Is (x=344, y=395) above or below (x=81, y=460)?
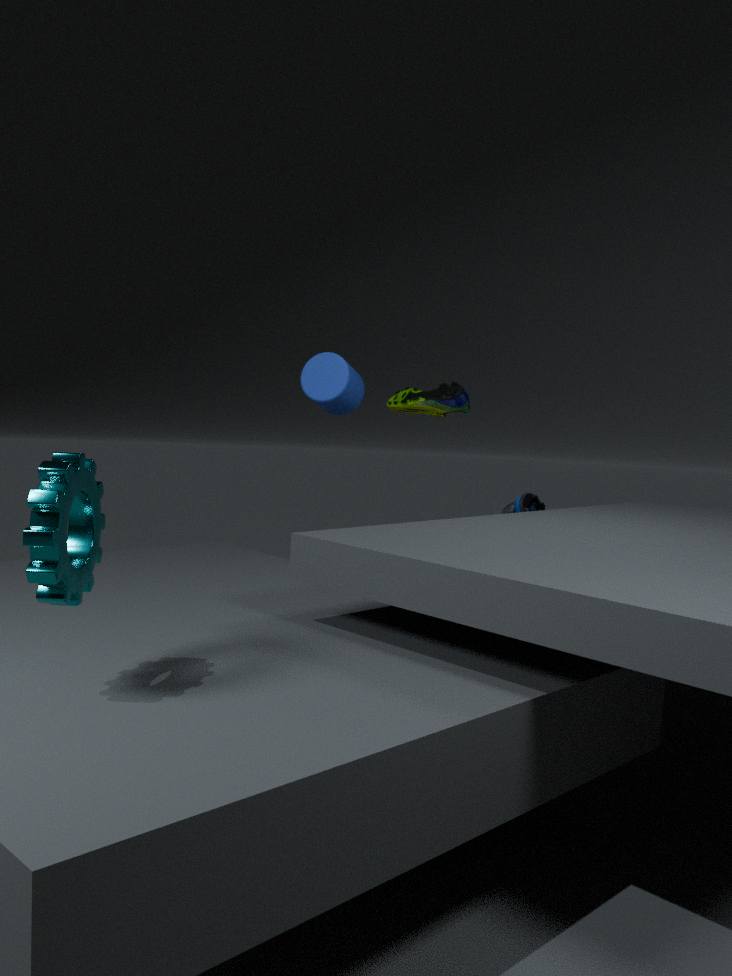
above
